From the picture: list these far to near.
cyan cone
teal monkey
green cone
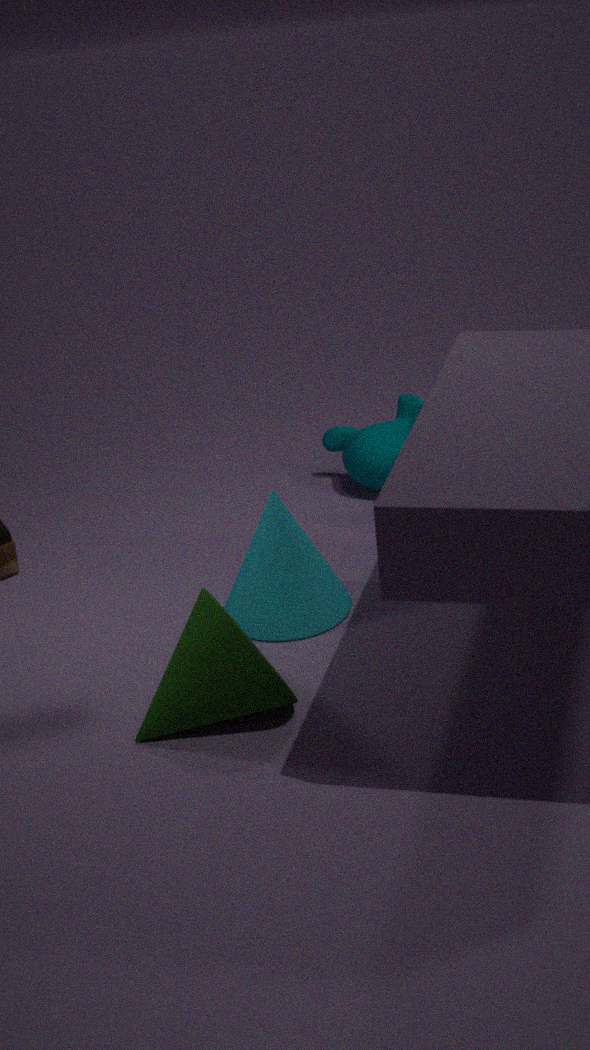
teal monkey, cyan cone, green cone
